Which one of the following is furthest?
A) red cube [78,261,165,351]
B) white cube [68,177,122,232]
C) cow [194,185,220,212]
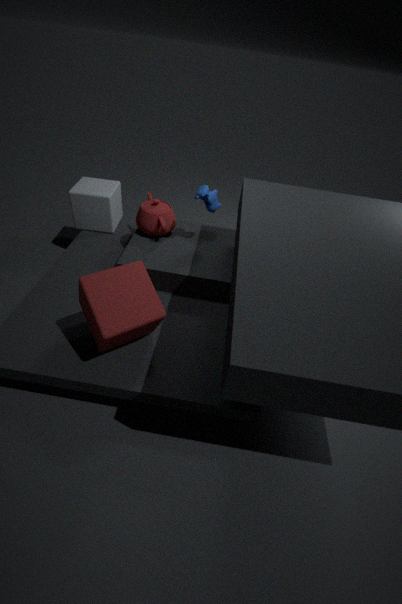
white cube [68,177,122,232]
